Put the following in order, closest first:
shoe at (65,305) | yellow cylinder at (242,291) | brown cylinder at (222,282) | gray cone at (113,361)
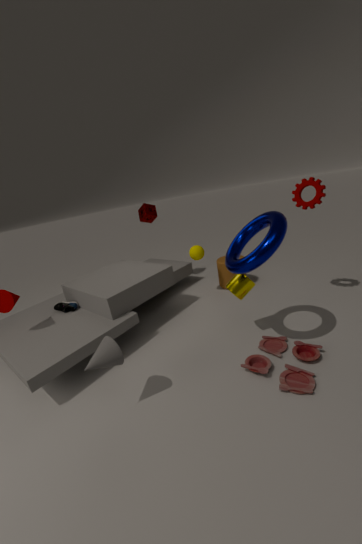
gray cone at (113,361), yellow cylinder at (242,291), shoe at (65,305), brown cylinder at (222,282)
